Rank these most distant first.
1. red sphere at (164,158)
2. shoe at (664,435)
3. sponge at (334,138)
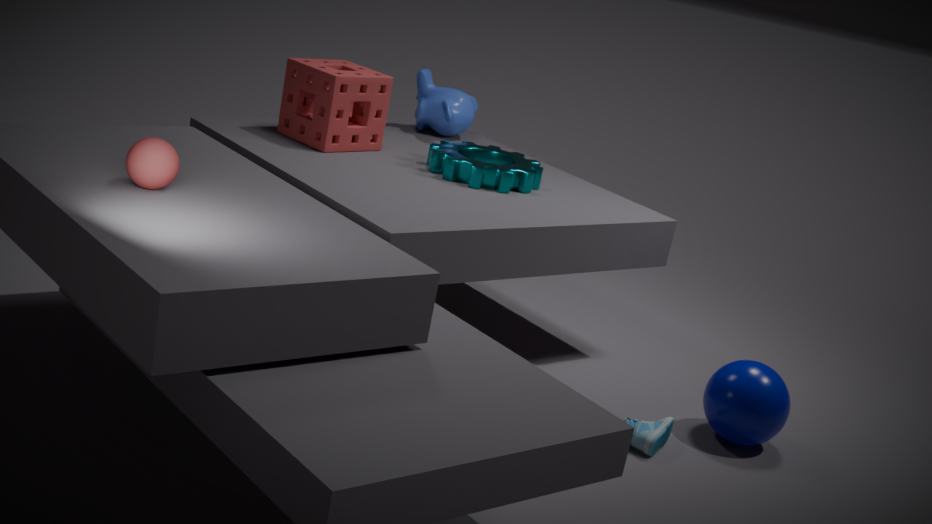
1. sponge at (334,138)
2. shoe at (664,435)
3. red sphere at (164,158)
